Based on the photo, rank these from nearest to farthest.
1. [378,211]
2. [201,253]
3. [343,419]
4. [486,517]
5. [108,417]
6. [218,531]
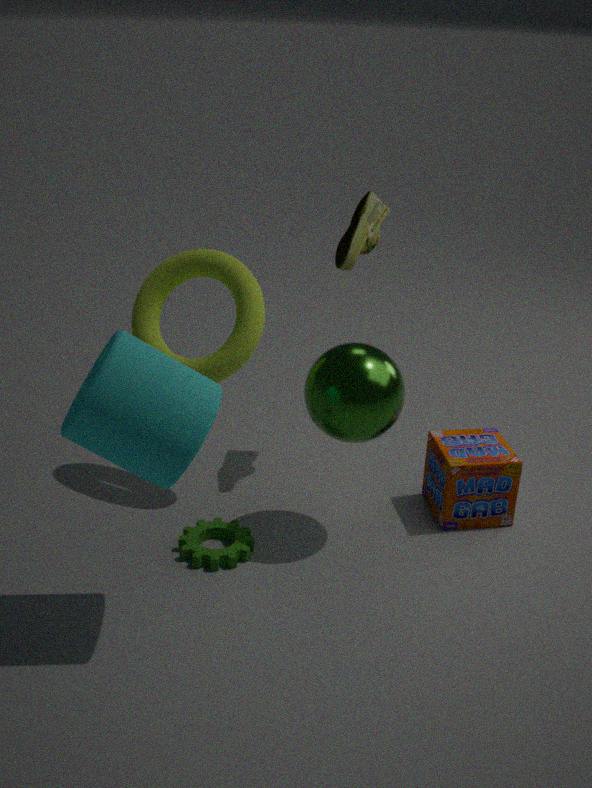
[108,417] → [343,419] → [218,531] → [201,253] → [486,517] → [378,211]
